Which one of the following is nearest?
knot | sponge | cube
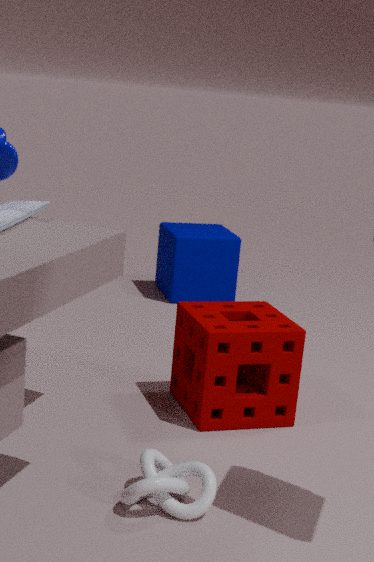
knot
